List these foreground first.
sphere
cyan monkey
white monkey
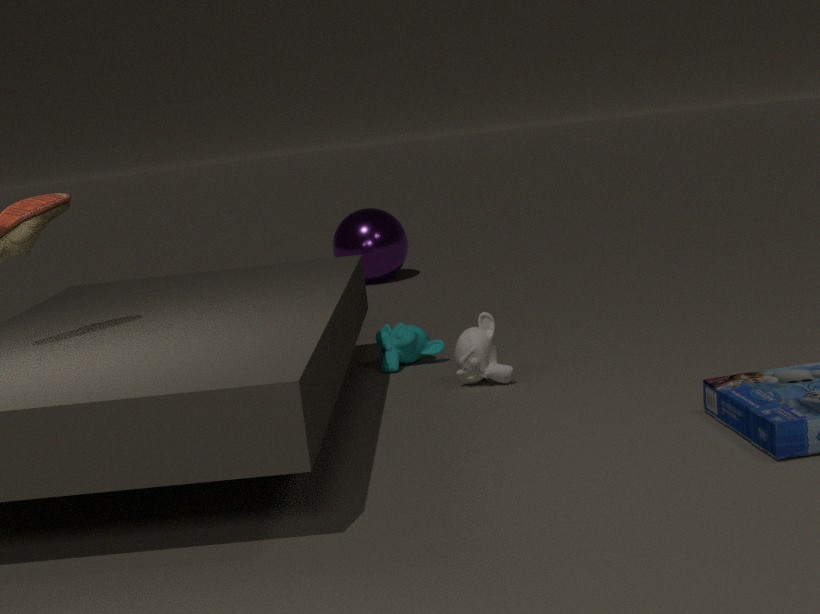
1. white monkey
2. cyan monkey
3. sphere
